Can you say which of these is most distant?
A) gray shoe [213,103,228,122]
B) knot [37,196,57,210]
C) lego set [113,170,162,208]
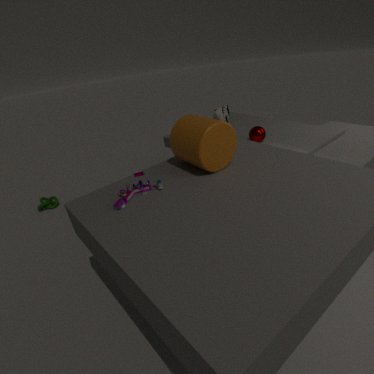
knot [37,196,57,210]
